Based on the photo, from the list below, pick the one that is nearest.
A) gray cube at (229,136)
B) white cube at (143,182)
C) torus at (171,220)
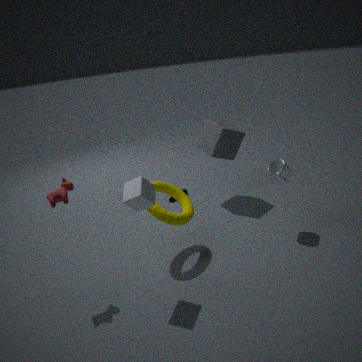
white cube at (143,182)
